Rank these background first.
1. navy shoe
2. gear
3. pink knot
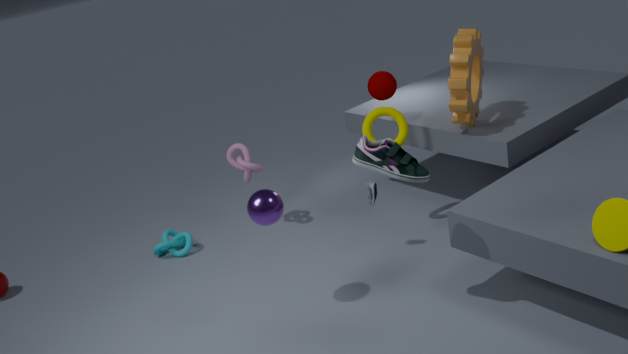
pink knot < gear < navy shoe
